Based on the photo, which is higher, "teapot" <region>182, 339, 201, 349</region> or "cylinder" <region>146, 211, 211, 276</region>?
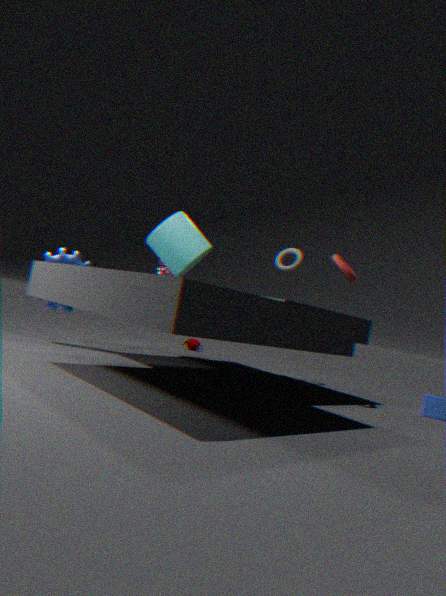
"cylinder" <region>146, 211, 211, 276</region>
